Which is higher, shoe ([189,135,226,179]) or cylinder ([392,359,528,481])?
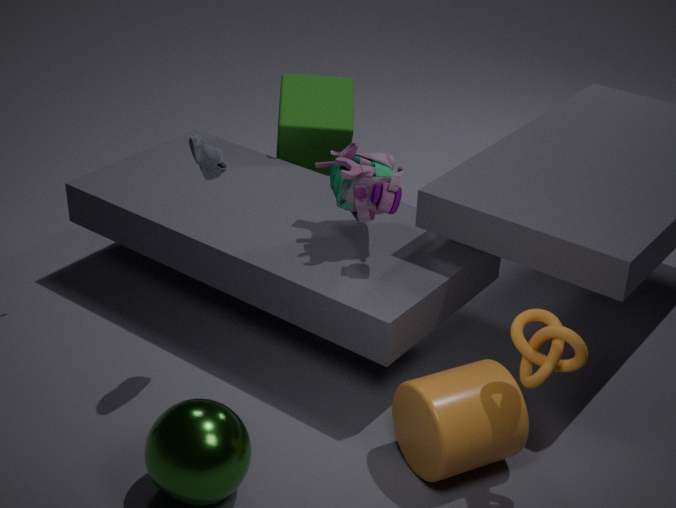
shoe ([189,135,226,179])
